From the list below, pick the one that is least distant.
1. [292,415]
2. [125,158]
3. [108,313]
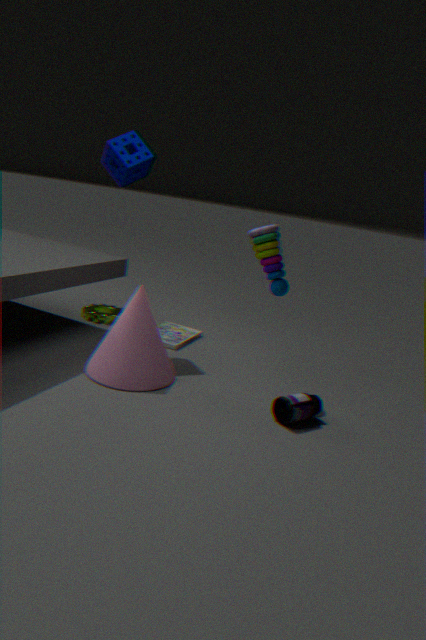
[292,415]
